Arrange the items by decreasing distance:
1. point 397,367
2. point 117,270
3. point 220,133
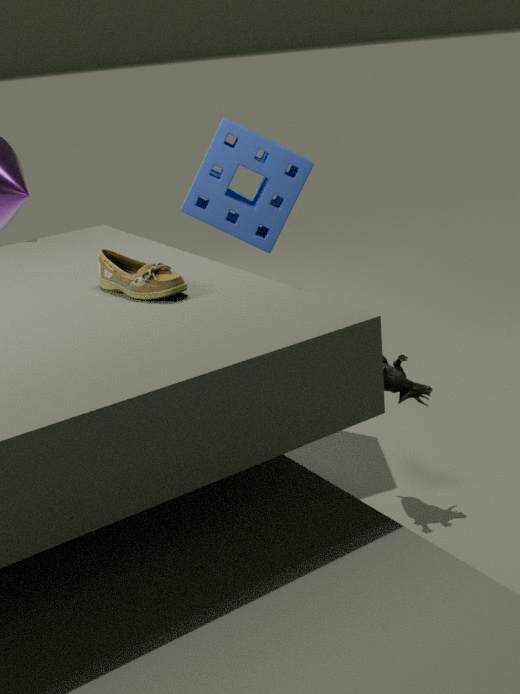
point 220,133 < point 397,367 < point 117,270
